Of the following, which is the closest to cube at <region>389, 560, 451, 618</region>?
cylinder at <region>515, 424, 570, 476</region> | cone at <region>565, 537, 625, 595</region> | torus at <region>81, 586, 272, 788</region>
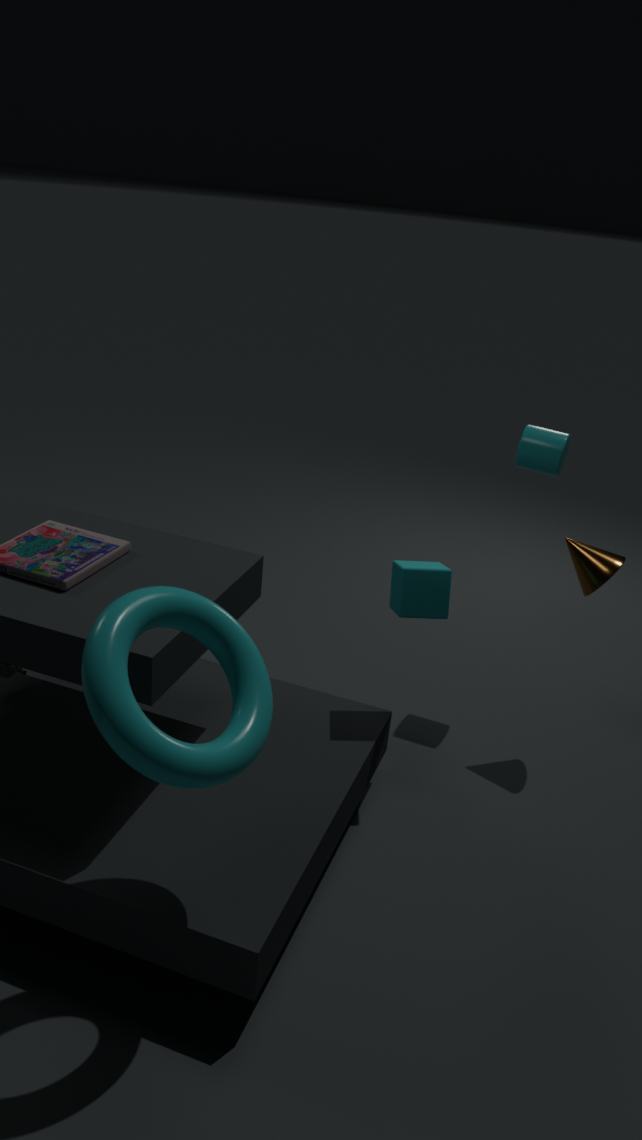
cone at <region>565, 537, 625, 595</region>
